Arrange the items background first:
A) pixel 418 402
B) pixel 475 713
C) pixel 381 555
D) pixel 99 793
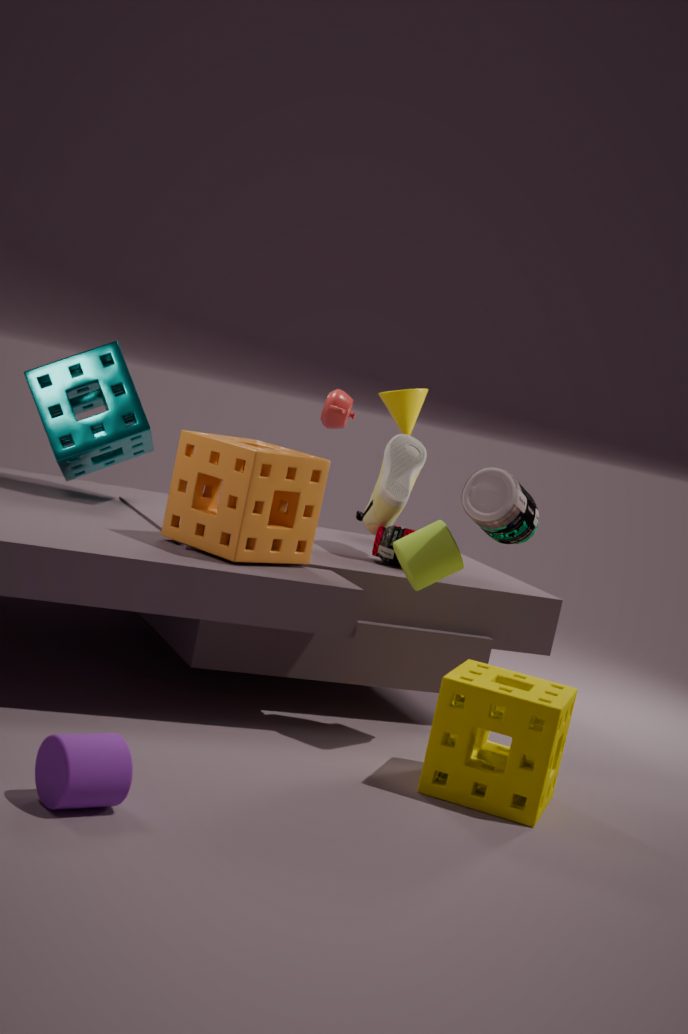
pixel 418 402 → pixel 381 555 → pixel 475 713 → pixel 99 793
